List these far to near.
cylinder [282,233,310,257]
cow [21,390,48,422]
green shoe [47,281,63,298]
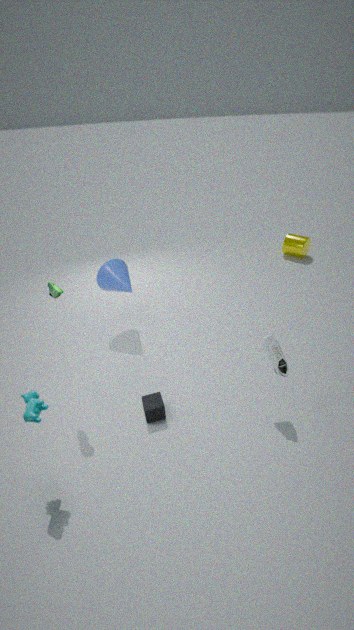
cylinder [282,233,310,257]
green shoe [47,281,63,298]
cow [21,390,48,422]
